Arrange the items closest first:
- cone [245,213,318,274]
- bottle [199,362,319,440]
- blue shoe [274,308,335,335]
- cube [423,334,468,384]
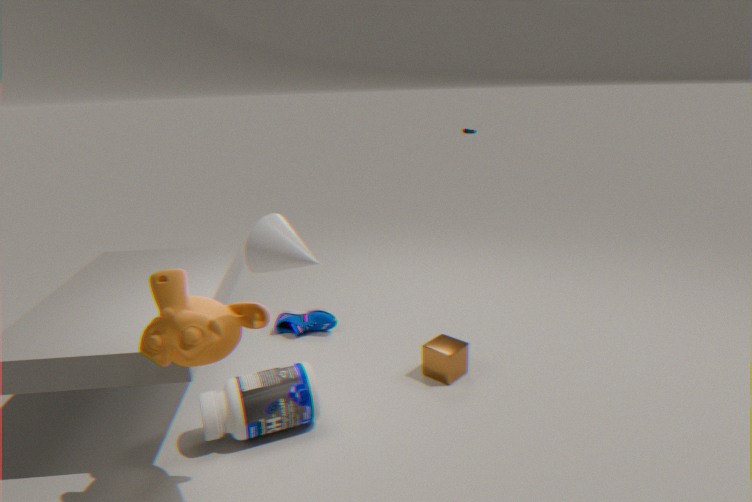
cone [245,213,318,274] < bottle [199,362,319,440] < cube [423,334,468,384] < blue shoe [274,308,335,335]
